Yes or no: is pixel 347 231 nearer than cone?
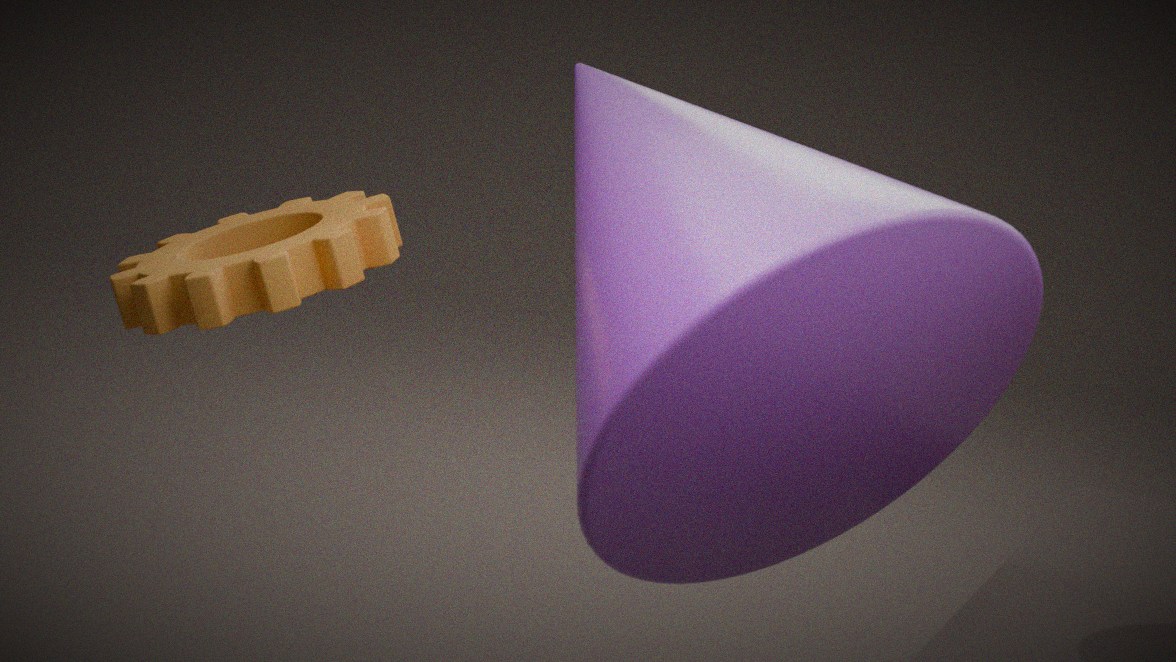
No
